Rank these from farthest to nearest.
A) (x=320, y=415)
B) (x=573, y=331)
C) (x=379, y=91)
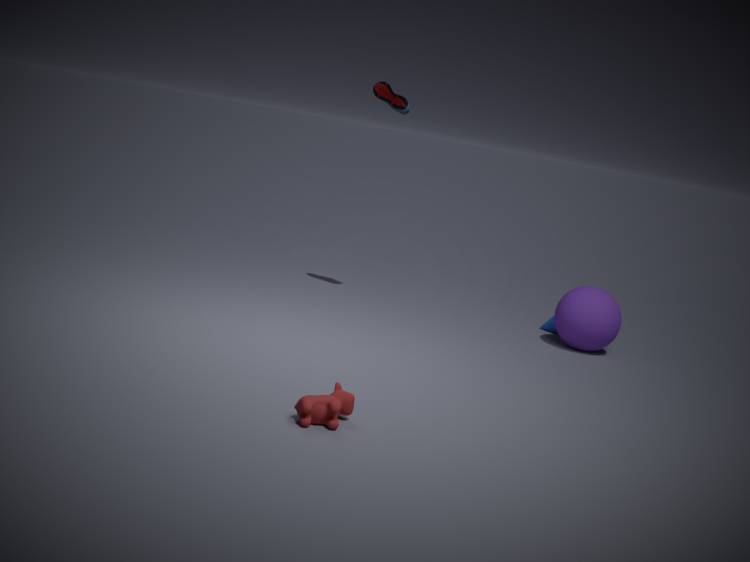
C. (x=379, y=91)
B. (x=573, y=331)
A. (x=320, y=415)
